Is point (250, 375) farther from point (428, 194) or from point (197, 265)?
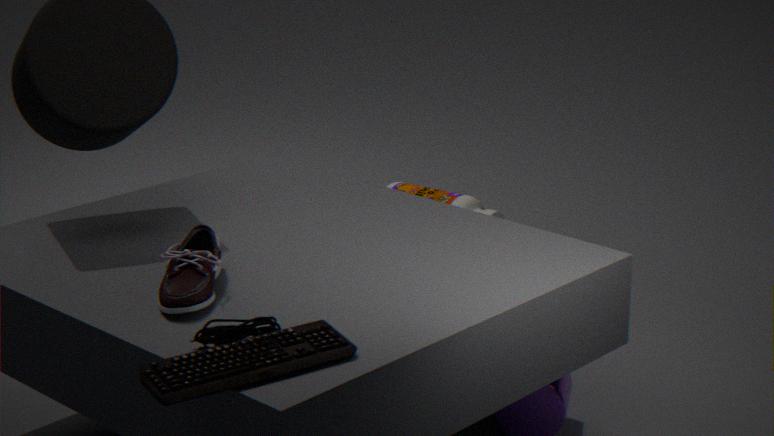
point (428, 194)
